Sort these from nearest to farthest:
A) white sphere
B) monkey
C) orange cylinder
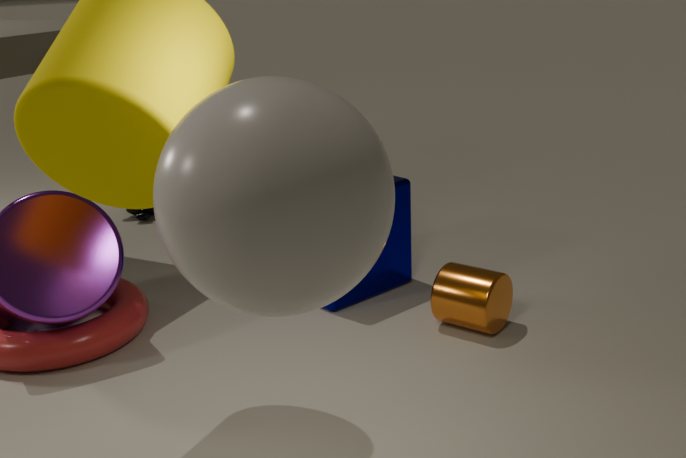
white sphere < orange cylinder < monkey
